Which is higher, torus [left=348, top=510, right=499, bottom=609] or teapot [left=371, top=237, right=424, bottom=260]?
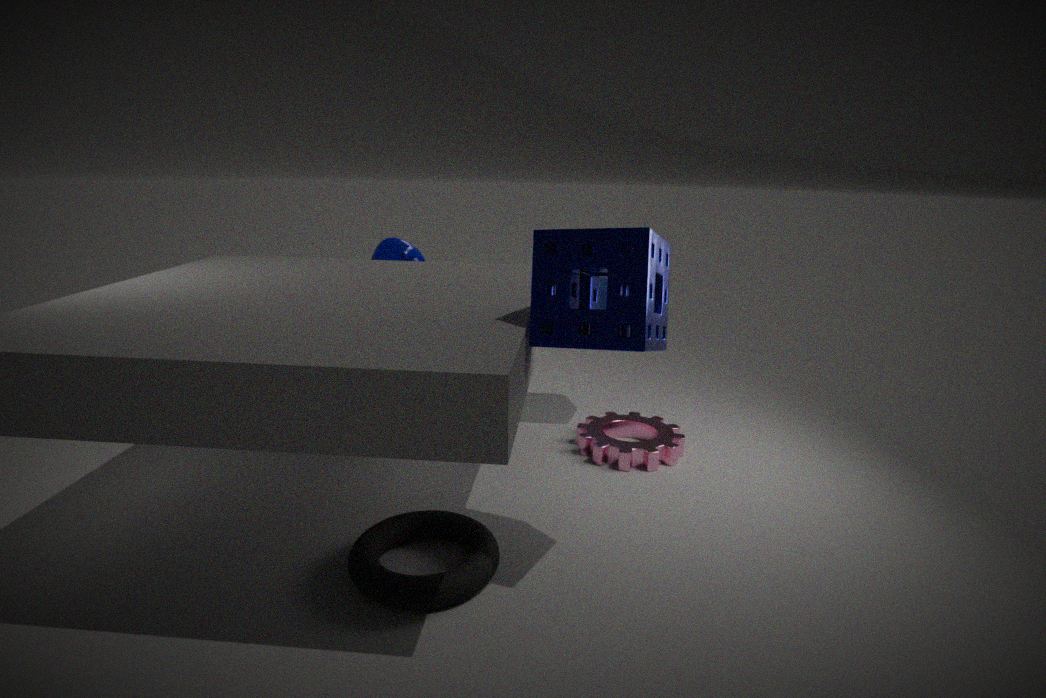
teapot [left=371, top=237, right=424, bottom=260]
